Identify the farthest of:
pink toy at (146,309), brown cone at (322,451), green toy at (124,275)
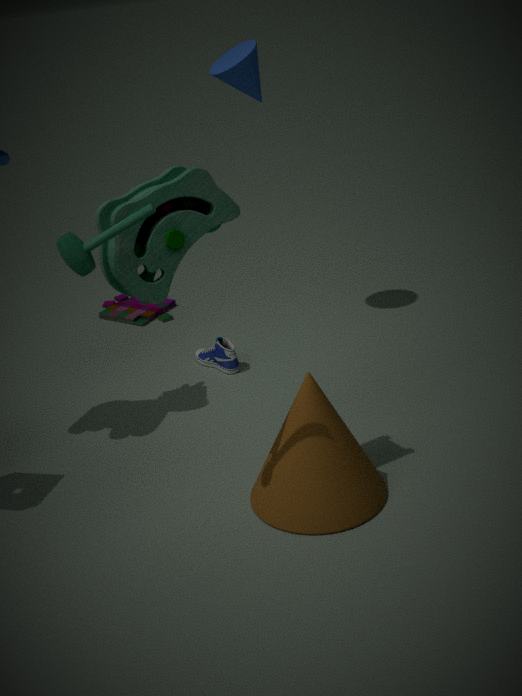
pink toy at (146,309)
